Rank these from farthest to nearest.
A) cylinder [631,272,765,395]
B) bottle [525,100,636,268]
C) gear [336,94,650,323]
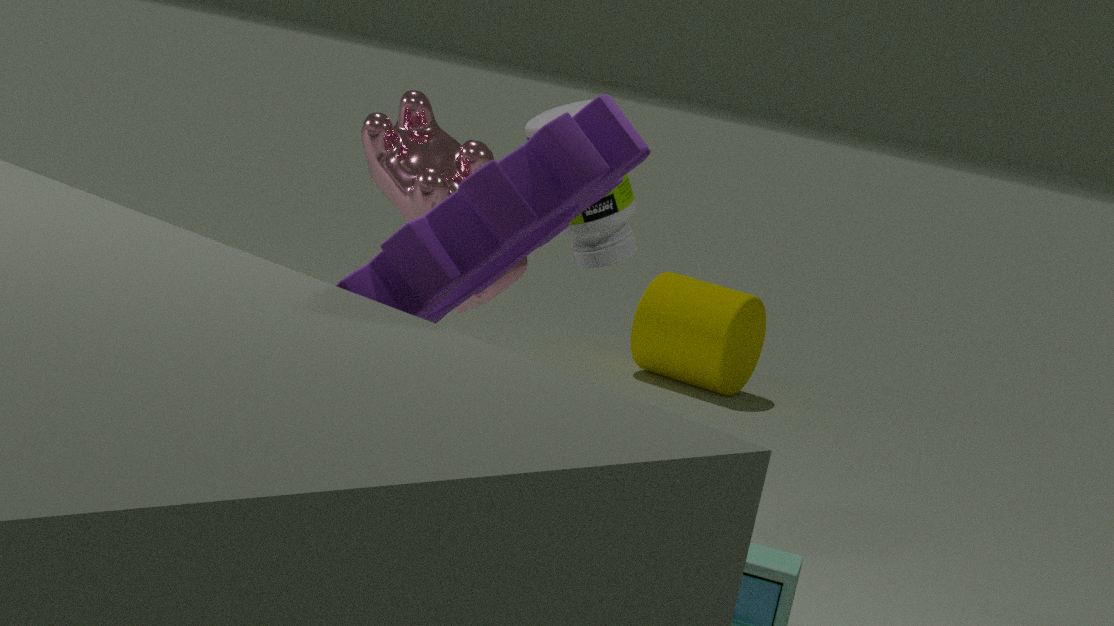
cylinder [631,272,765,395]
bottle [525,100,636,268]
gear [336,94,650,323]
